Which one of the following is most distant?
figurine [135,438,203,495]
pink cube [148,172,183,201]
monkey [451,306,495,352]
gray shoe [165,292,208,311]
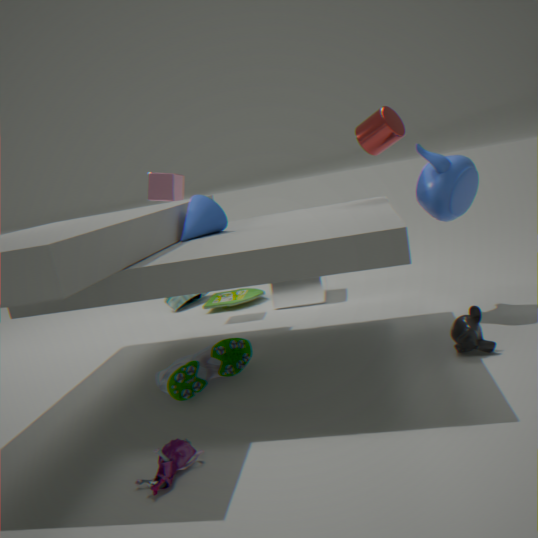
gray shoe [165,292,208,311]
